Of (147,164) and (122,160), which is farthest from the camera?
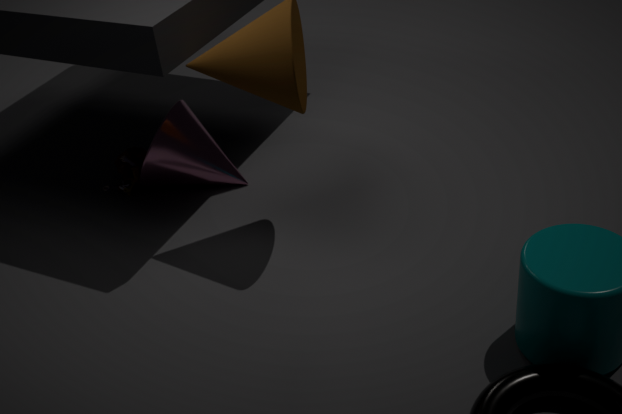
(122,160)
